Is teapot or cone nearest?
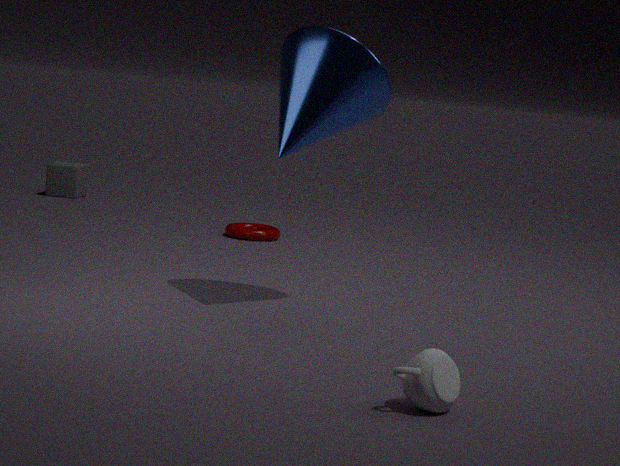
teapot
